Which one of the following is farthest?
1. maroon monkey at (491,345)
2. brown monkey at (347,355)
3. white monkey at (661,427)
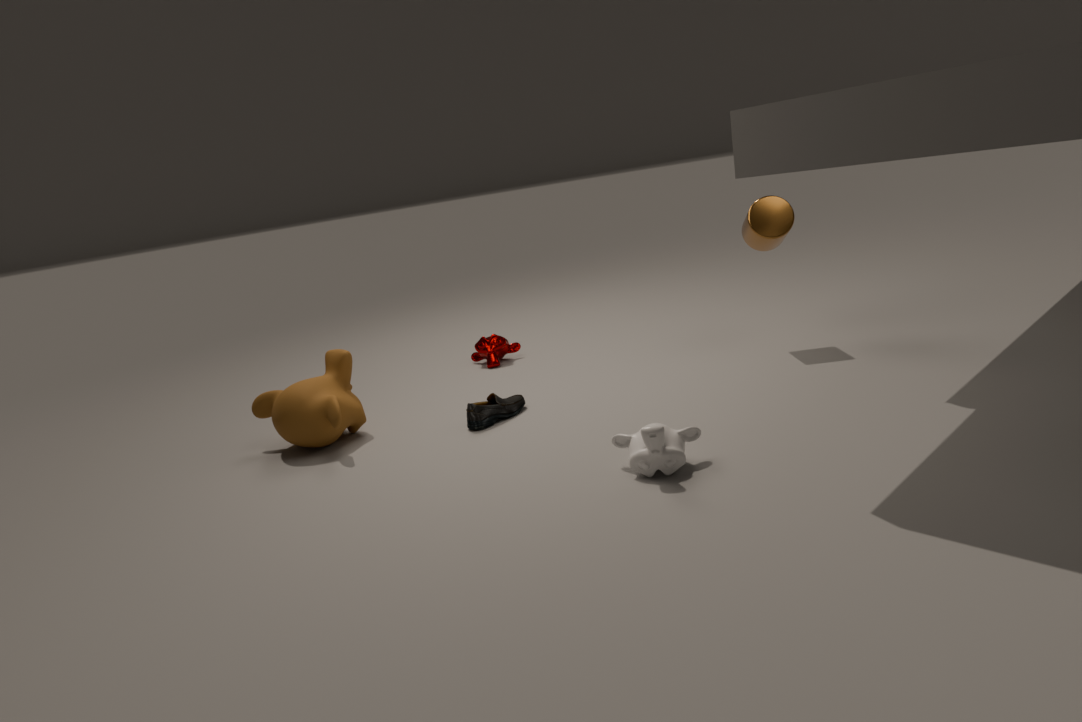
maroon monkey at (491,345)
